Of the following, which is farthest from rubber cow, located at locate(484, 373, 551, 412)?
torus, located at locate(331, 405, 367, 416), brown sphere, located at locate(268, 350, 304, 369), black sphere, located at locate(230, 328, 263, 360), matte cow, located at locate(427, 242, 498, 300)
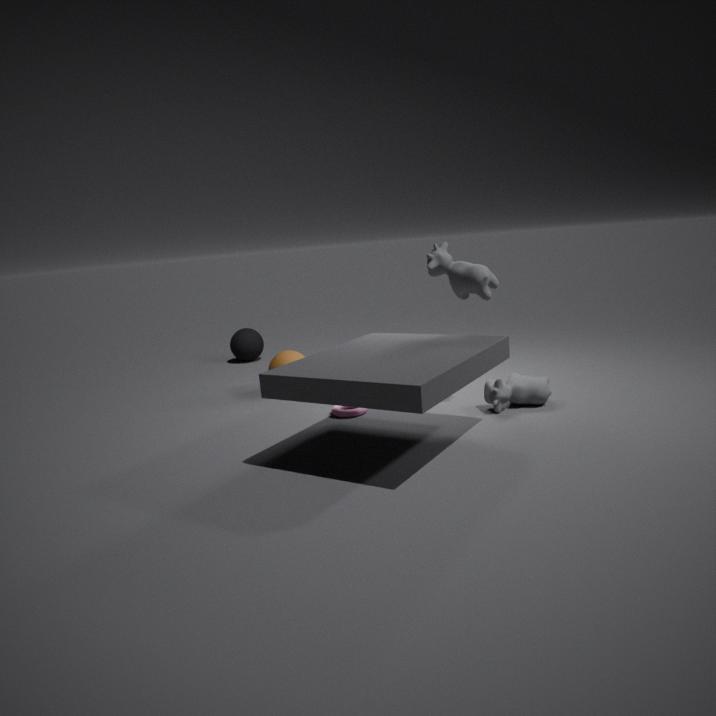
black sphere, located at locate(230, 328, 263, 360)
